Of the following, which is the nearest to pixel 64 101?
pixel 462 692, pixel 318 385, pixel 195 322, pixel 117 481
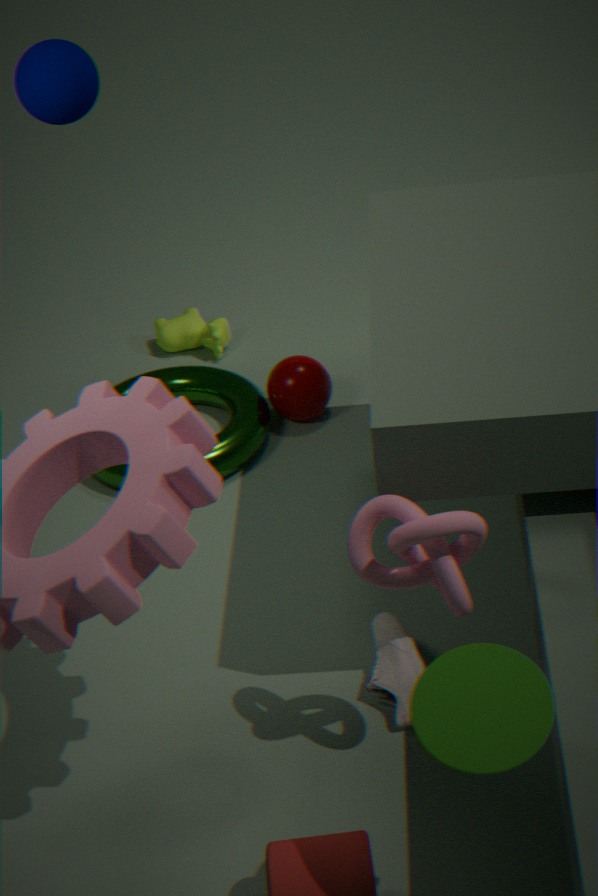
pixel 117 481
